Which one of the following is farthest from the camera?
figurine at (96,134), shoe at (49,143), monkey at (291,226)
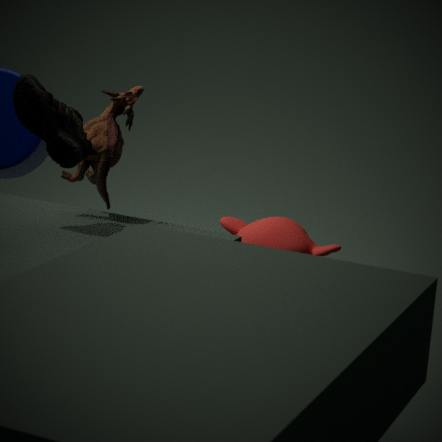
monkey at (291,226)
